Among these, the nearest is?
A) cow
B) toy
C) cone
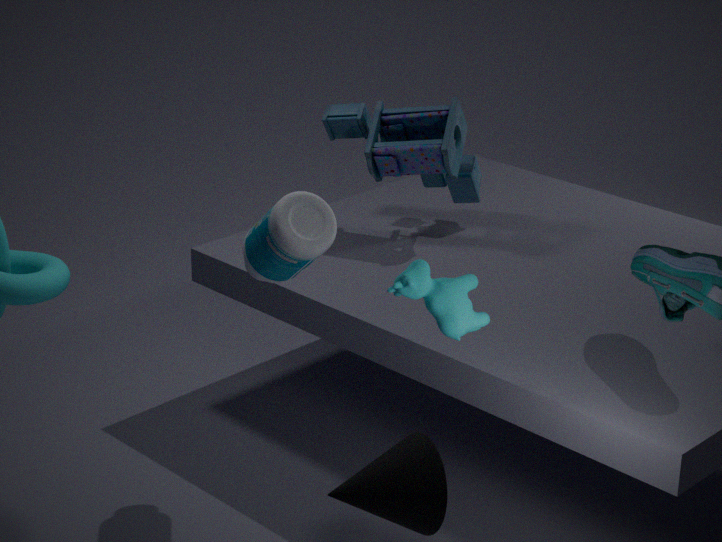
cone
